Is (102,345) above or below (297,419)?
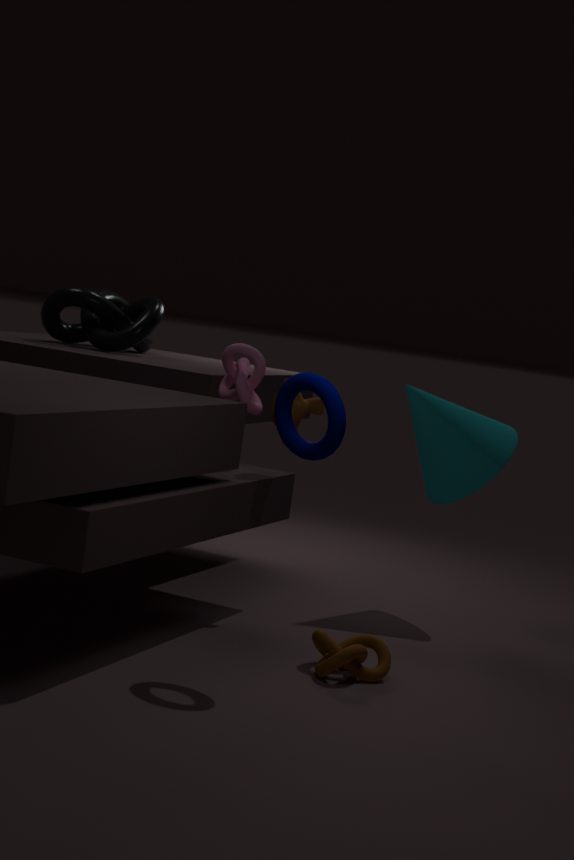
above
